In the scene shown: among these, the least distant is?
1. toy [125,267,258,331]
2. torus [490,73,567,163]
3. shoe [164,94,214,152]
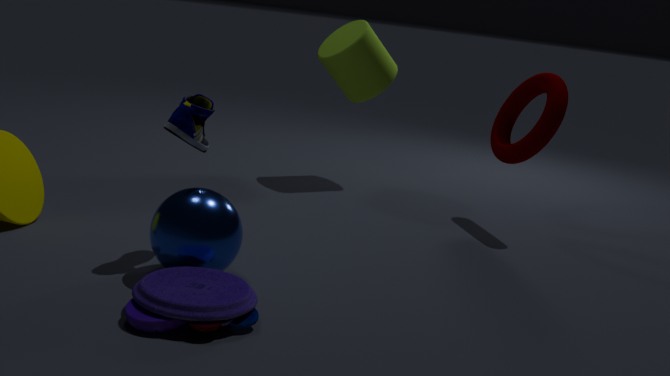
toy [125,267,258,331]
